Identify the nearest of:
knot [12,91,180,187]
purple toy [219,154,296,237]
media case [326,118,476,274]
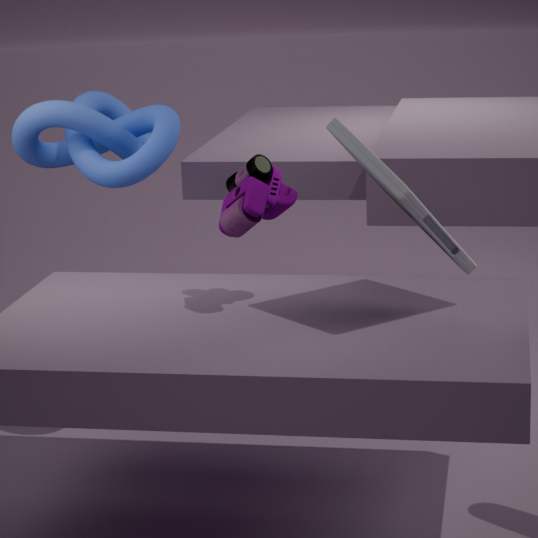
media case [326,118,476,274]
